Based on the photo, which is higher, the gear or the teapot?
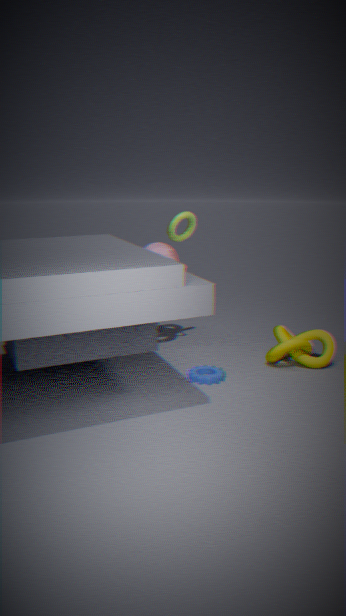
the teapot
